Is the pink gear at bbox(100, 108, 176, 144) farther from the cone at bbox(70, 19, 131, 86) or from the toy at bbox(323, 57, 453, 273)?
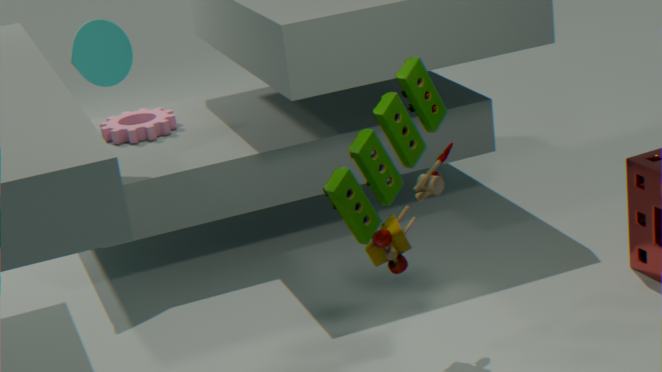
the toy at bbox(323, 57, 453, 273)
